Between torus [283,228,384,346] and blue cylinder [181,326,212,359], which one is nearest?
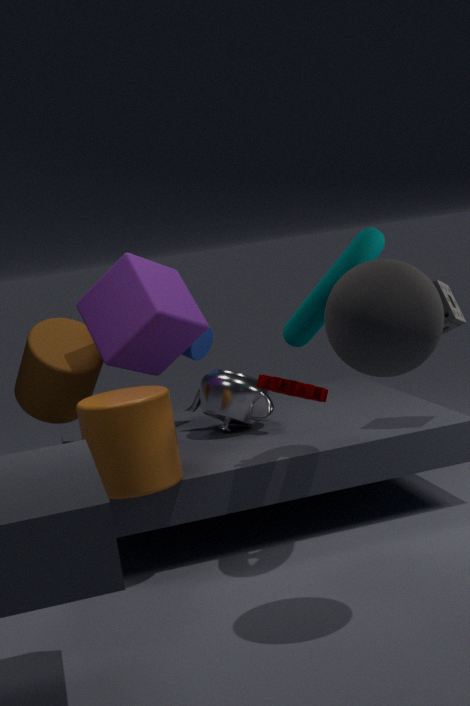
torus [283,228,384,346]
